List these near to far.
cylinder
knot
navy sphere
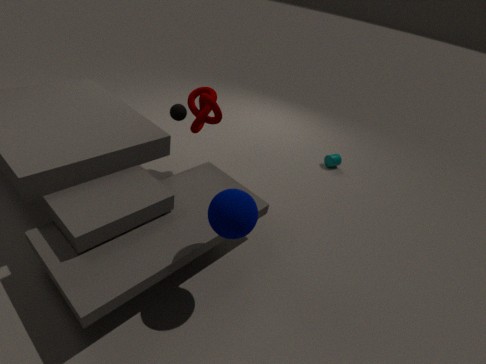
navy sphere
knot
cylinder
